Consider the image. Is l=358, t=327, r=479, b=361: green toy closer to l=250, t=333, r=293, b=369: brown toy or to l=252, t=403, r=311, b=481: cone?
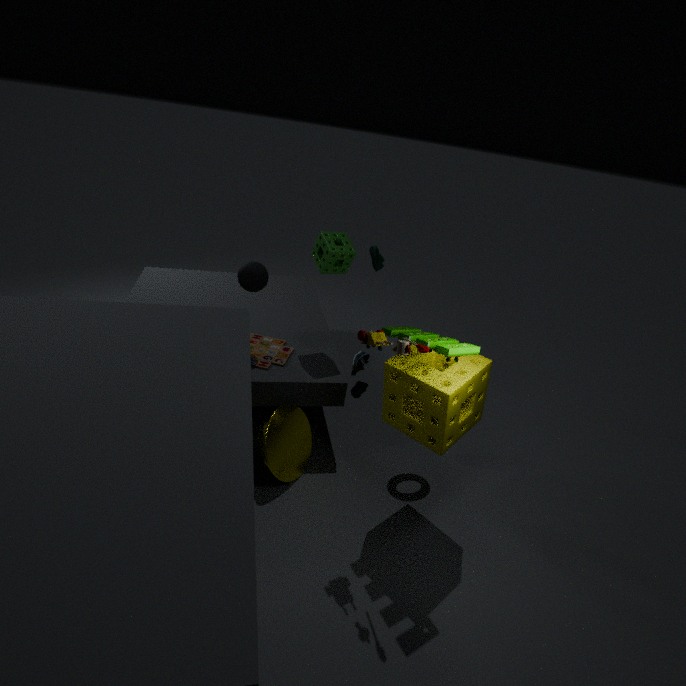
l=252, t=403, r=311, b=481: cone
